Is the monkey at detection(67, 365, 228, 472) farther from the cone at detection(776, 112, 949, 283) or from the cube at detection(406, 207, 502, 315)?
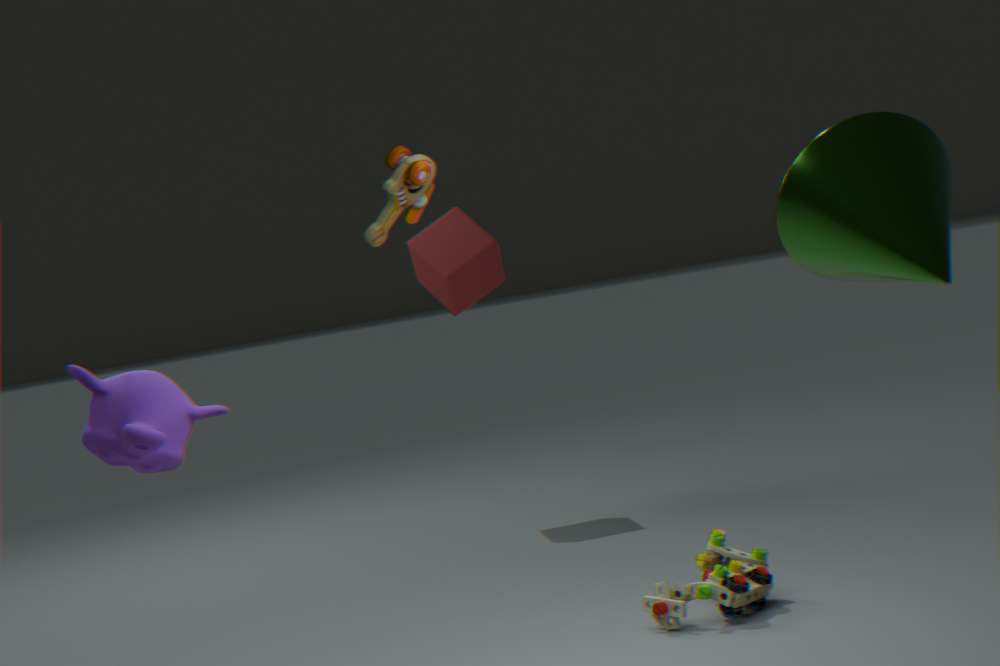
the cube at detection(406, 207, 502, 315)
